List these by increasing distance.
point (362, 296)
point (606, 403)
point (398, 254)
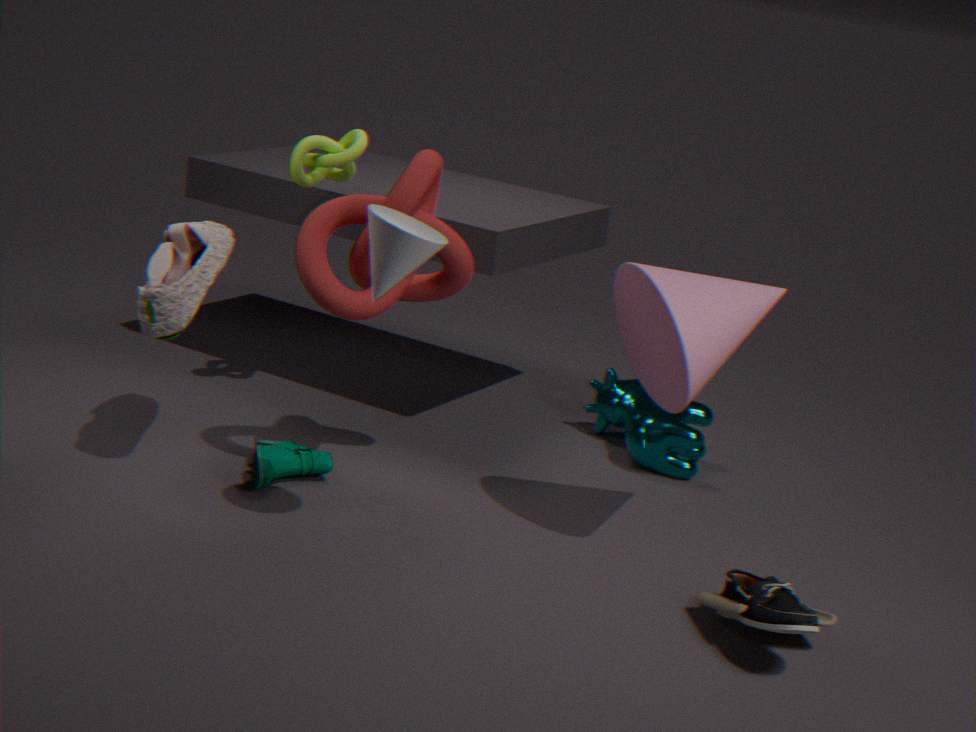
1. point (398, 254)
2. point (362, 296)
3. point (606, 403)
